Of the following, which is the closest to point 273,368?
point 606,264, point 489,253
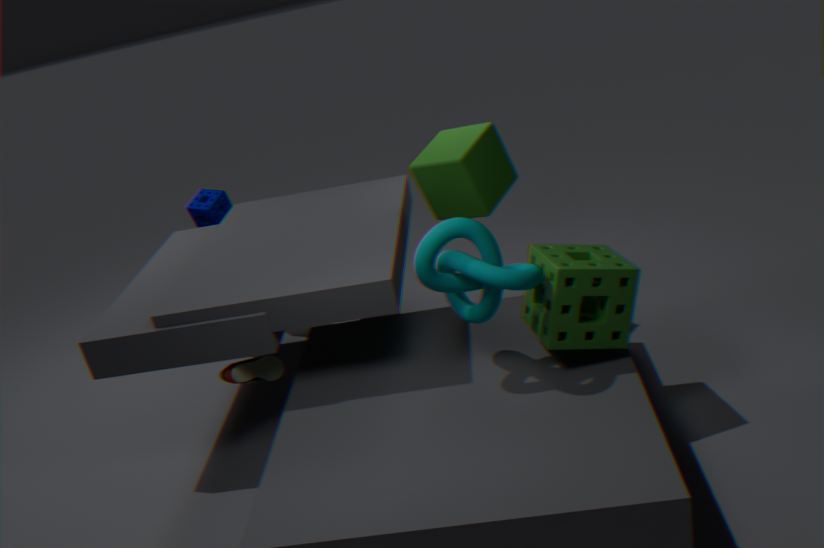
point 489,253
